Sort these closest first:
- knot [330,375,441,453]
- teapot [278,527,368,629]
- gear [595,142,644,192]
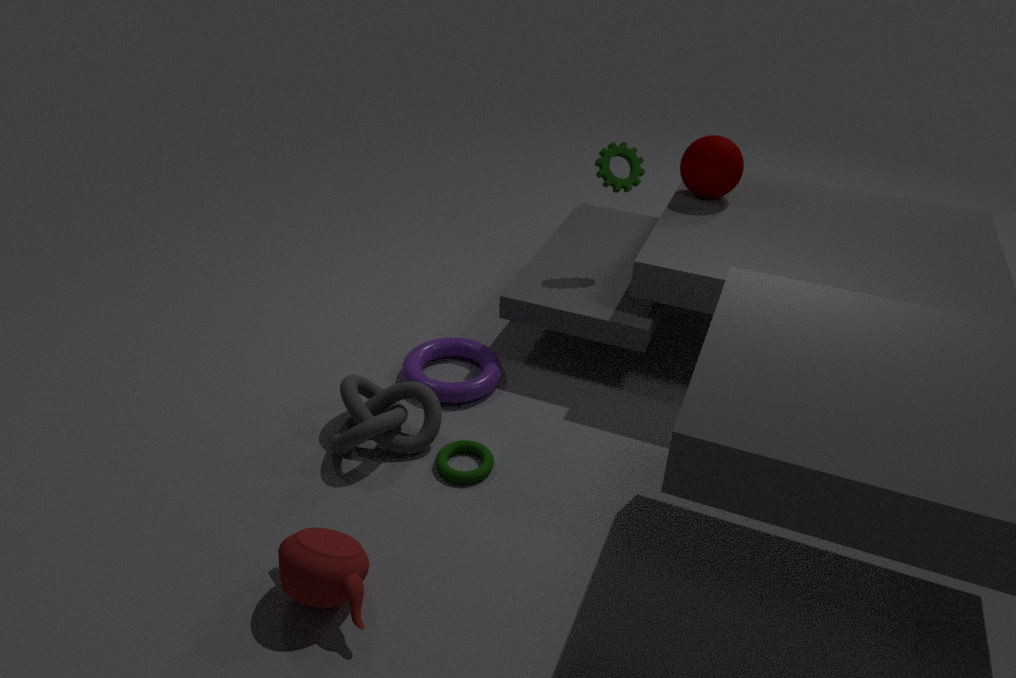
1. teapot [278,527,368,629]
2. knot [330,375,441,453]
3. gear [595,142,644,192]
